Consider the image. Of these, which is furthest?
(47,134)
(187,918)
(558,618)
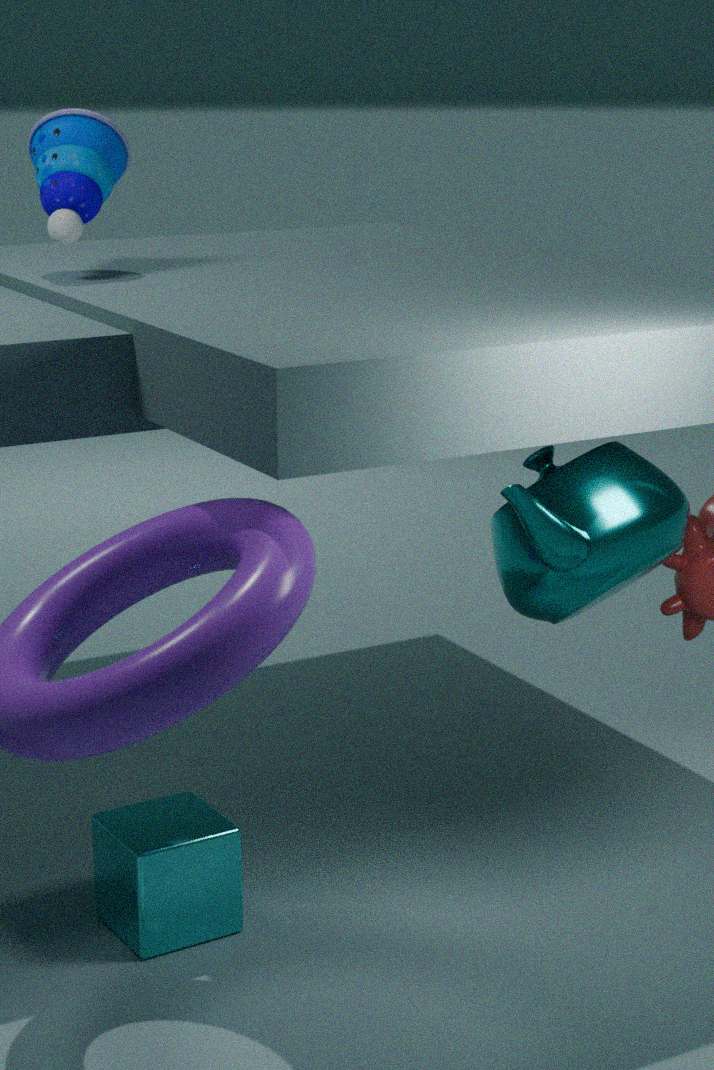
(47,134)
